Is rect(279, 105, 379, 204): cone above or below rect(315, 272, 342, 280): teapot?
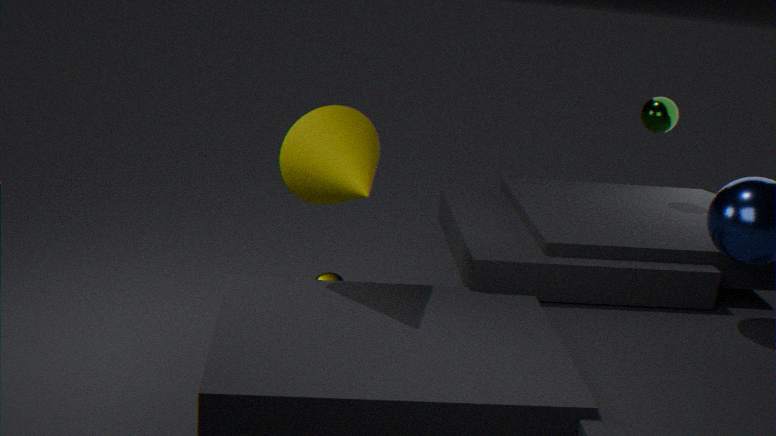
above
